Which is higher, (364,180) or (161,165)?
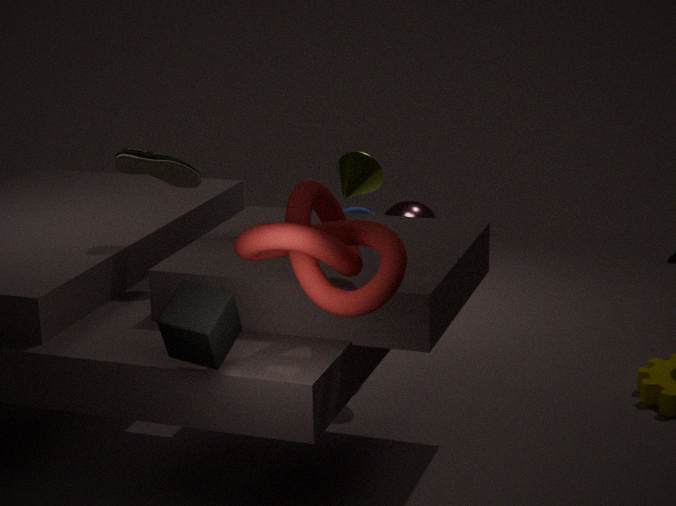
(161,165)
